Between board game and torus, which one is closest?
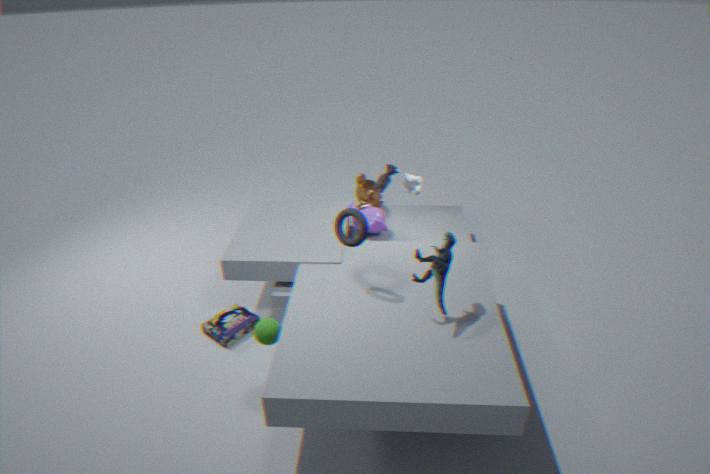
torus
